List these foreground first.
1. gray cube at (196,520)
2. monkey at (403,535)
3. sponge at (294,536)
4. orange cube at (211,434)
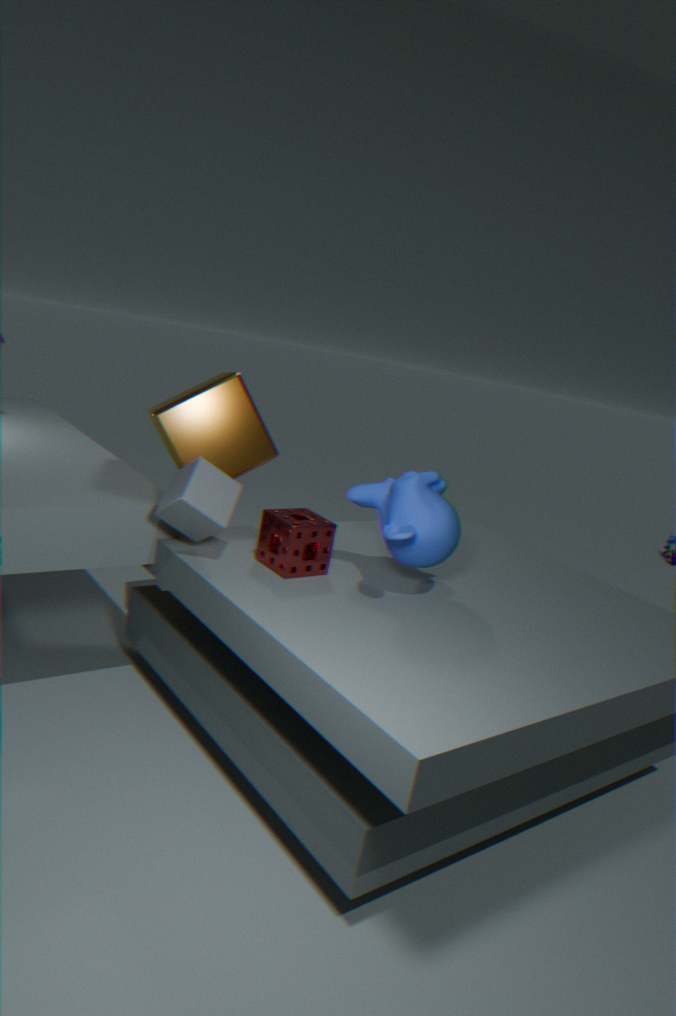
monkey at (403,535)
gray cube at (196,520)
sponge at (294,536)
orange cube at (211,434)
